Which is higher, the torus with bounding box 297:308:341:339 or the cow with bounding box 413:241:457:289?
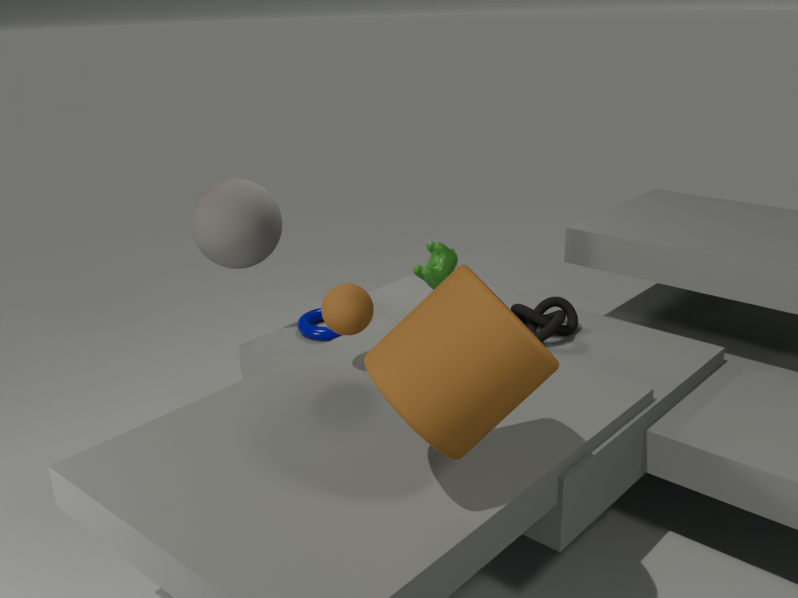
the cow with bounding box 413:241:457:289
